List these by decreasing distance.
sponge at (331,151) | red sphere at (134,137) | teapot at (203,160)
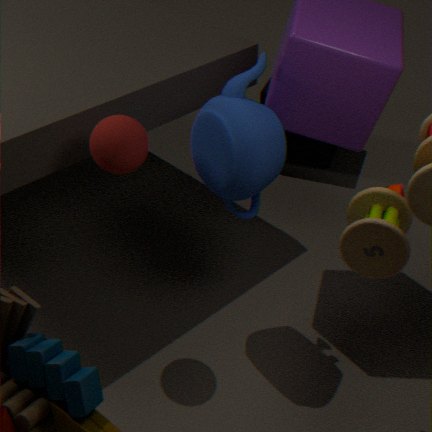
sponge at (331,151) → teapot at (203,160) → red sphere at (134,137)
